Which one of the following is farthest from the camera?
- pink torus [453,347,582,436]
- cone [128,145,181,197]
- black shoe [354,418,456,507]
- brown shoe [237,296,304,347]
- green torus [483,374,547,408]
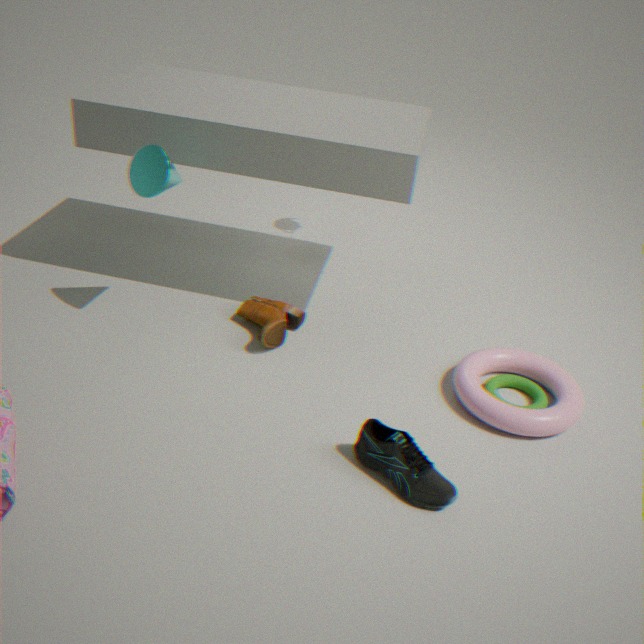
brown shoe [237,296,304,347]
